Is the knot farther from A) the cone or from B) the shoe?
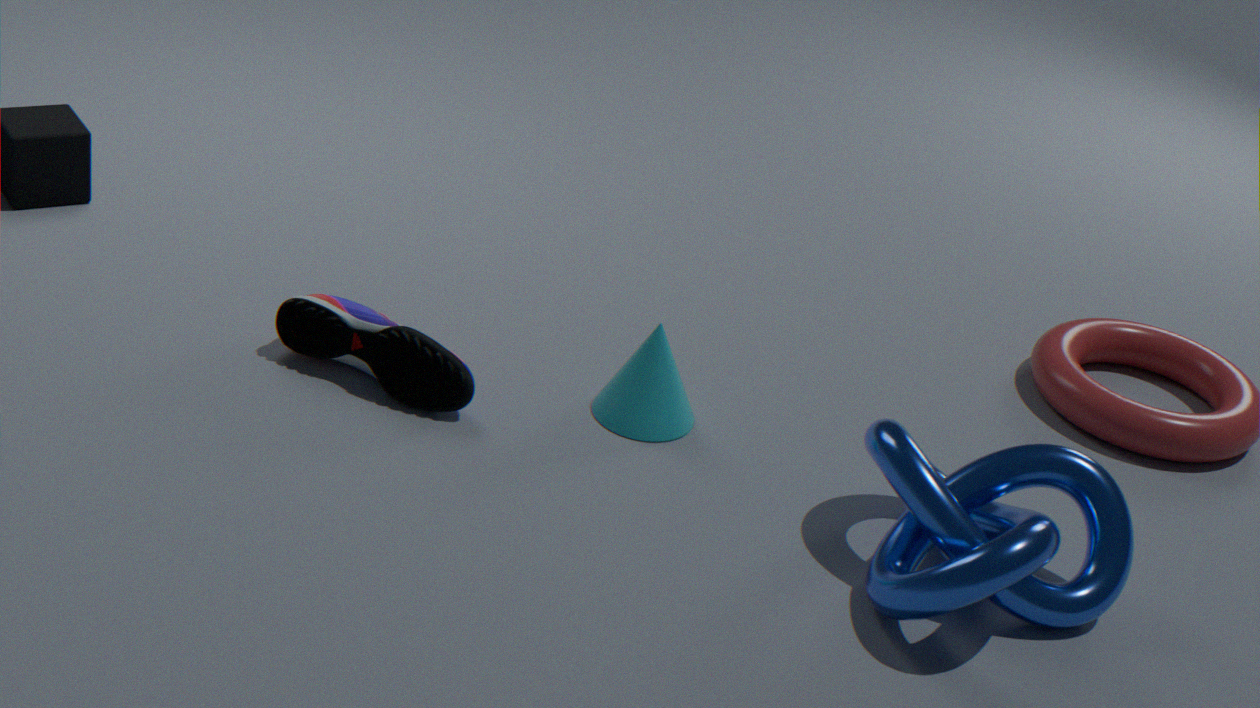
B) the shoe
